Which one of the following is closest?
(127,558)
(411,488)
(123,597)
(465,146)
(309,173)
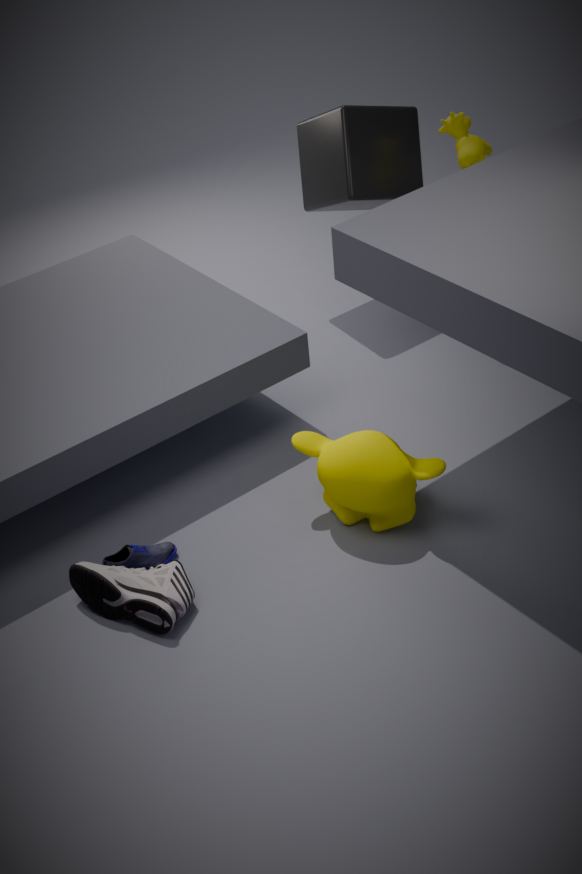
(123,597)
